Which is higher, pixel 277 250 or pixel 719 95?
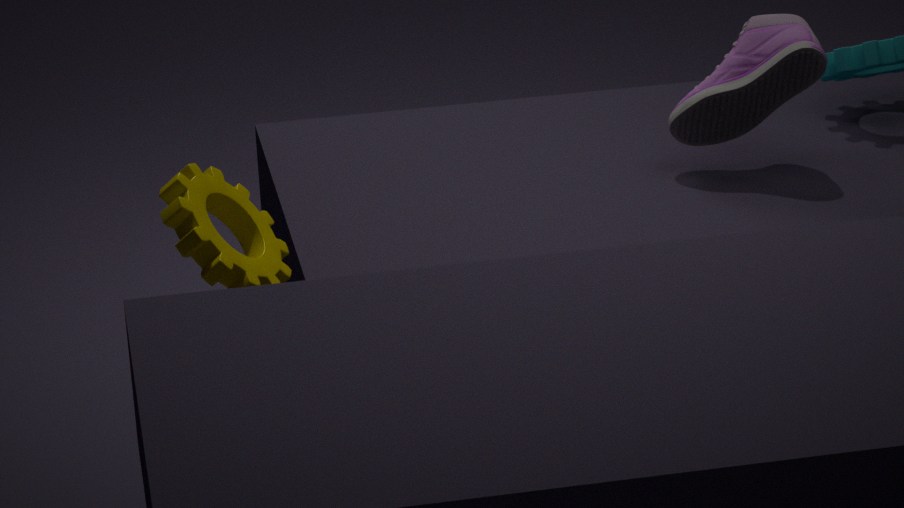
pixel 719 95
